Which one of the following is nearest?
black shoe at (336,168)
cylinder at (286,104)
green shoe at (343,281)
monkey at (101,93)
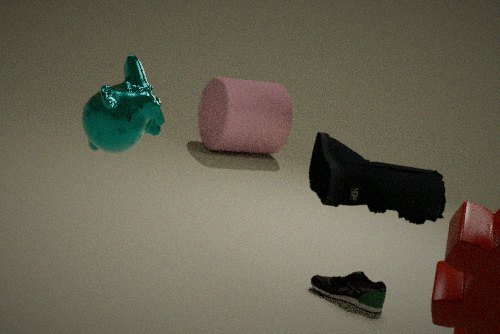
monkey at (101,93)
